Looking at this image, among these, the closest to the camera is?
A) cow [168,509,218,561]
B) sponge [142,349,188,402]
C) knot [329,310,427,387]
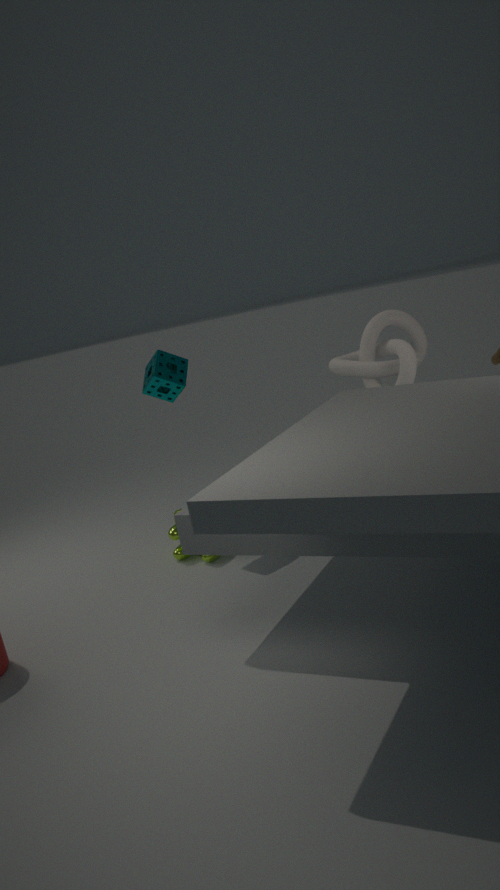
knot [329,310,427,387]
